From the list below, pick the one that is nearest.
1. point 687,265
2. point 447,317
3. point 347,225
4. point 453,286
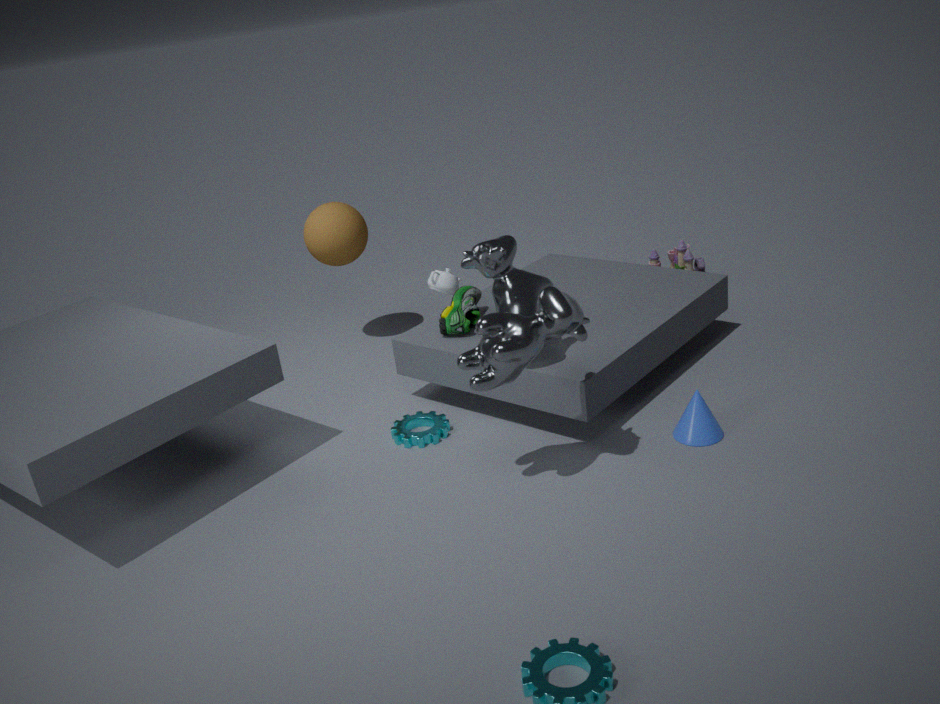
point 447,317
